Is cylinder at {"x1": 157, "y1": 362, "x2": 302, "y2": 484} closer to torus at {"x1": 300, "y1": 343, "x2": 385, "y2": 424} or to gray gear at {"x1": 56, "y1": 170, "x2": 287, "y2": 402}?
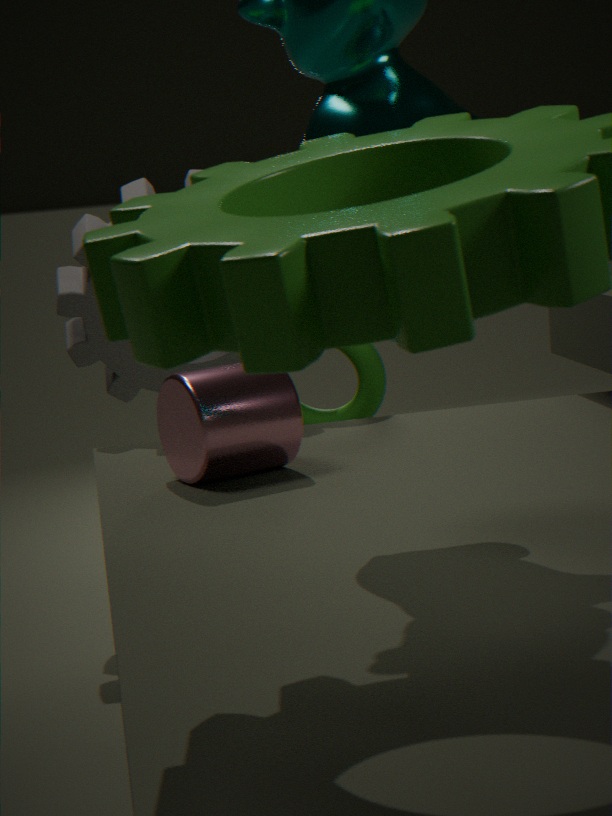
torus at {"x1": 300, "y1": 343, "x2": 385, "y2": 424}
